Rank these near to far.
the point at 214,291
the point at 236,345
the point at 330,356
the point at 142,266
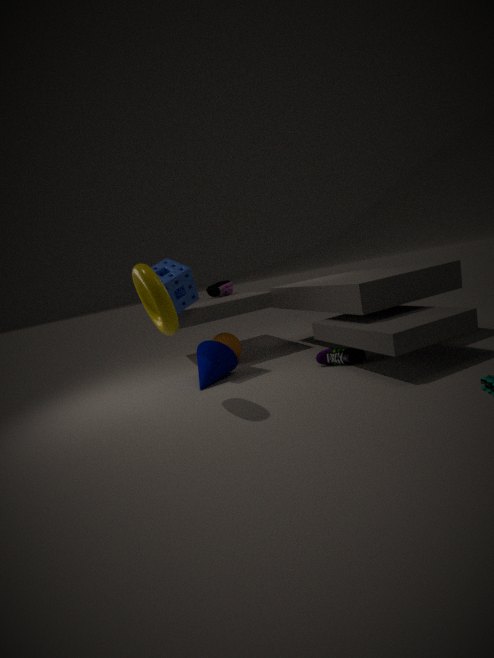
the point at 142,266 < the point at 330,356 < the point at 236,345 < the point at 214,291
